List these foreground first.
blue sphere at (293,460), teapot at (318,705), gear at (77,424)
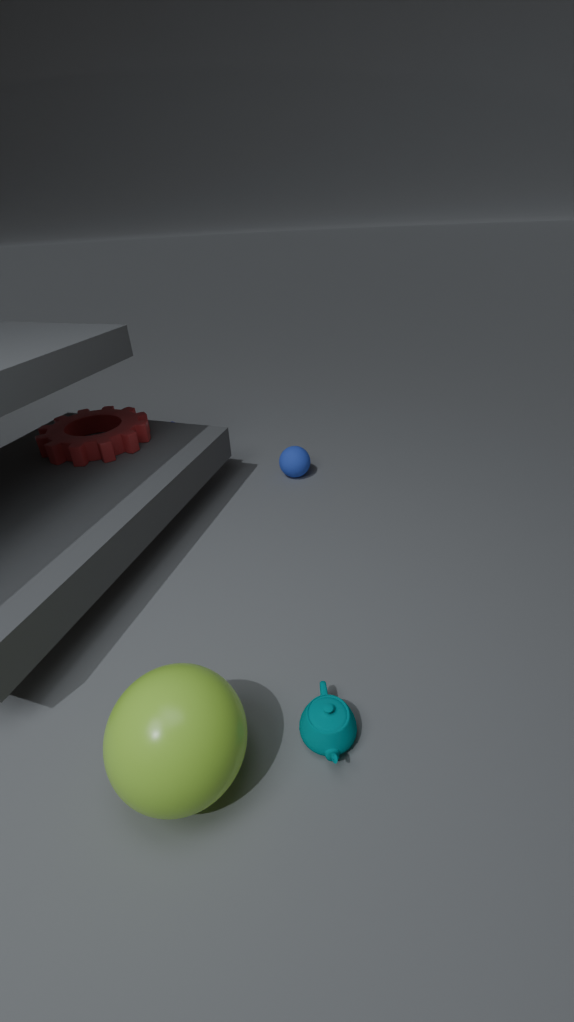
teapot at (318,705)
gear at (77,424)
blue sphere at (293,460)
